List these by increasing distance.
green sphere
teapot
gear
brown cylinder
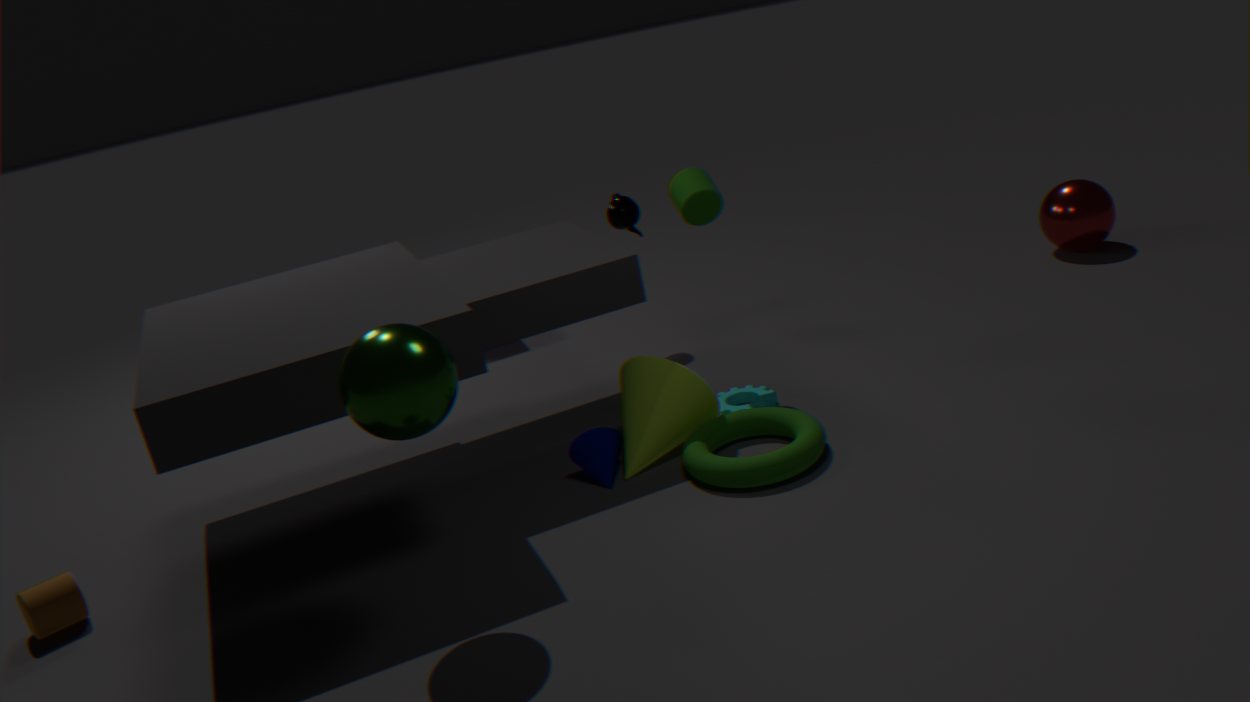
green sphere → brown cylinder → gear → teapot
